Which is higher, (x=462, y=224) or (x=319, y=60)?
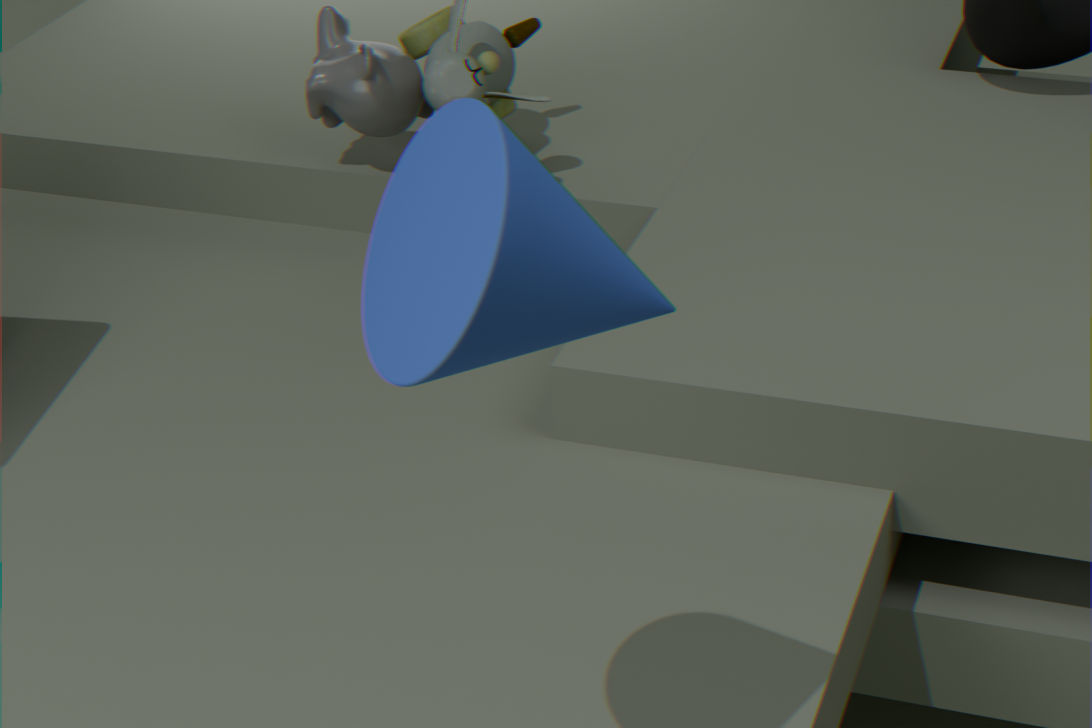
(x=462, y=224)
